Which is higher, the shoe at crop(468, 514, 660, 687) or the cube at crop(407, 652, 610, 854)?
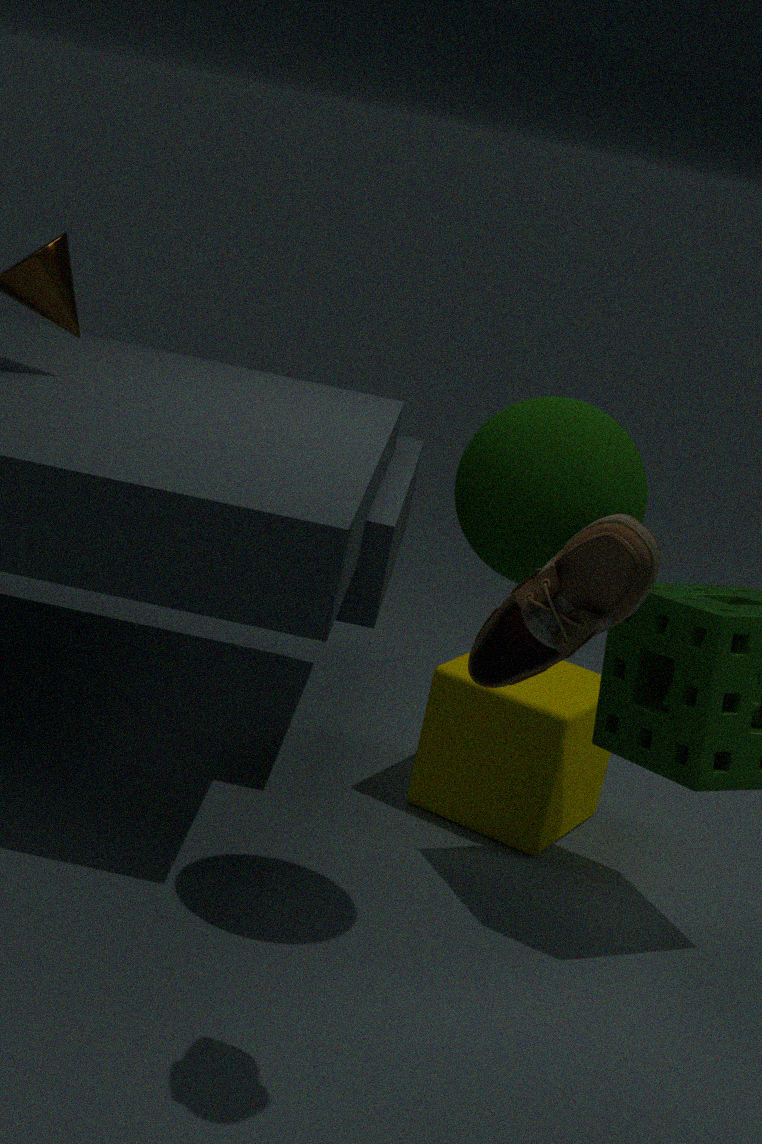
the shoe at crop(468, 514, 660, 687)
